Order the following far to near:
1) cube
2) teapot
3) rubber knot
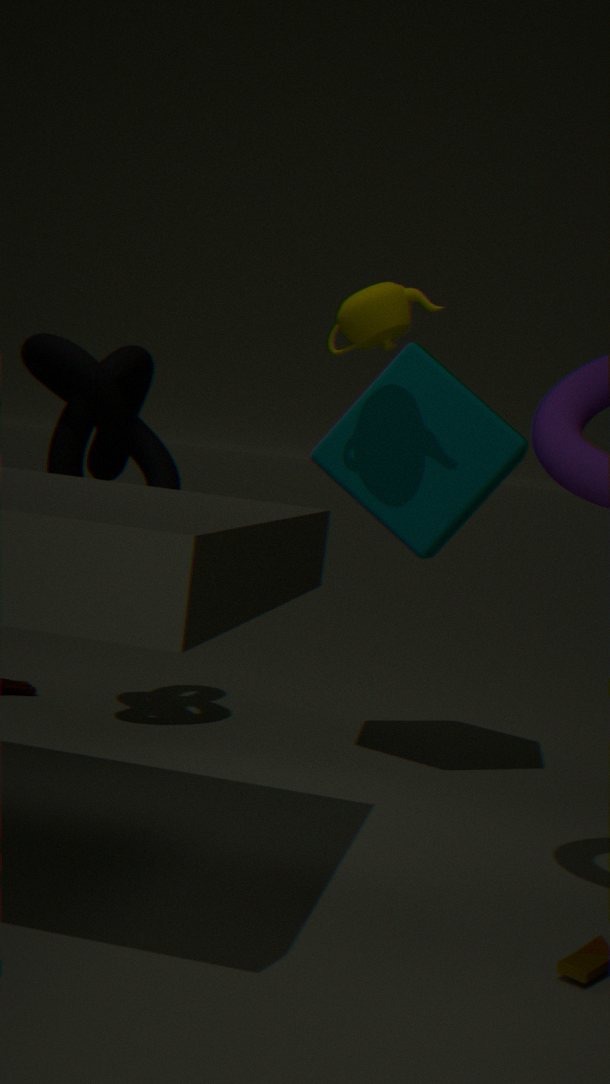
3. rubber knot, 1. cube, 2. teapot
